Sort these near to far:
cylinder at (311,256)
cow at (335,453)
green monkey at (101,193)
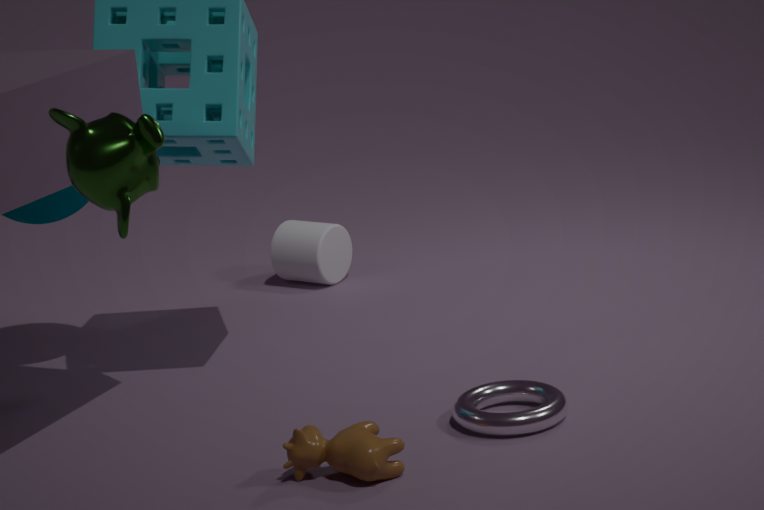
green monkey at (101,193) → cow at (335,453) → cylinder at (311,256)
